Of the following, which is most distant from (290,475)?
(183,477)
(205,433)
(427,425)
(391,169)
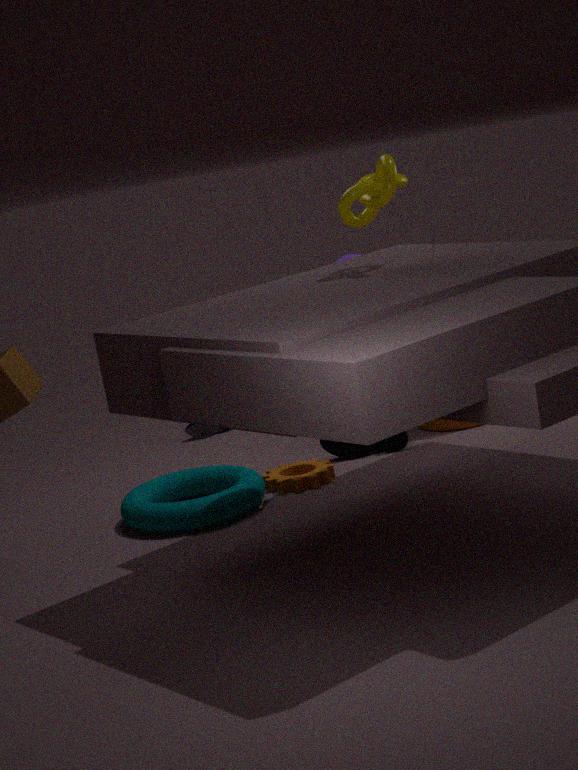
(391,169)
